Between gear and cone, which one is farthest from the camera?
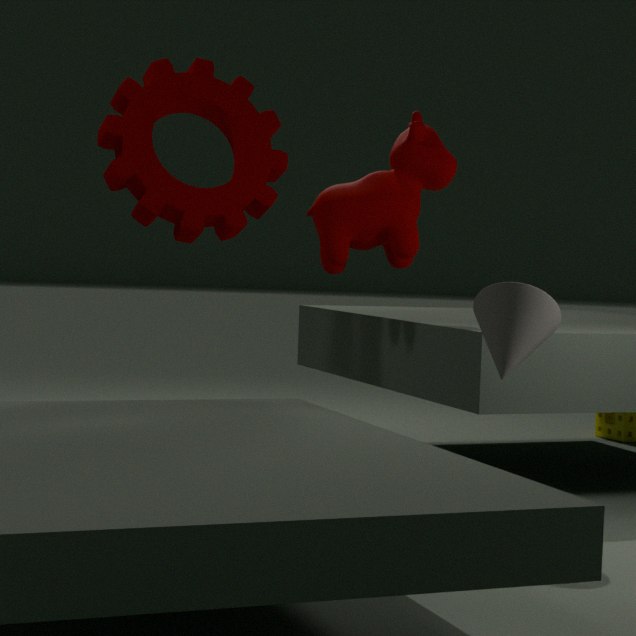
gear
